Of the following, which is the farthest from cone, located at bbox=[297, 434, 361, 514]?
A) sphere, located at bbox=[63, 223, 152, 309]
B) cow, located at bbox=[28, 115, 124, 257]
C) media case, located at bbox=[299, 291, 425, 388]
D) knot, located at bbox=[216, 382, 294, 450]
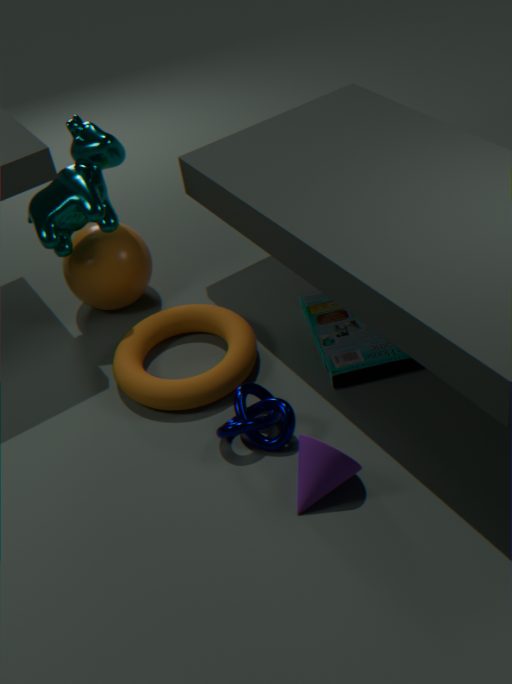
cow, located at bbox=[28, 115, 124, 257]
